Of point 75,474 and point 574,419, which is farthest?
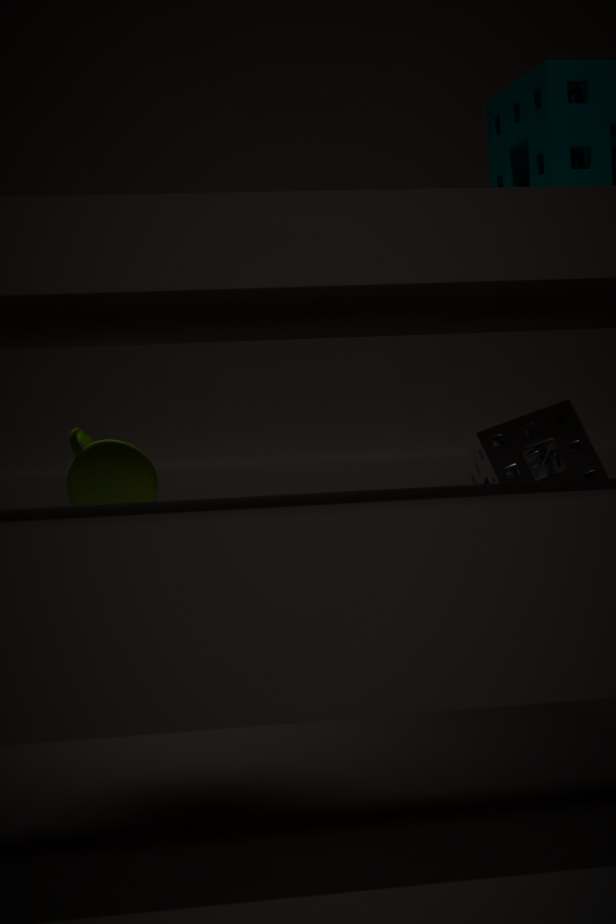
point 75,474
